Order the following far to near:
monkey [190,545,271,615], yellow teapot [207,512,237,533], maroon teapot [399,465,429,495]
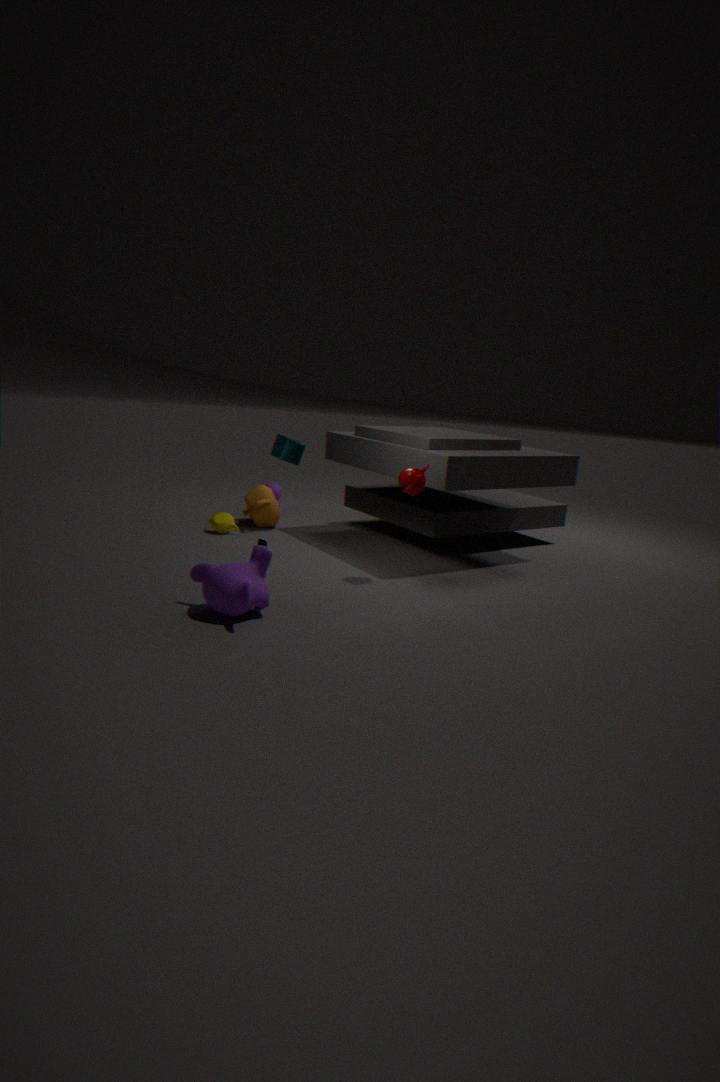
yellow teapot [207,512,237,533]
maroon teapot [399,465,429,495]
monkey [190,545,271,615]
